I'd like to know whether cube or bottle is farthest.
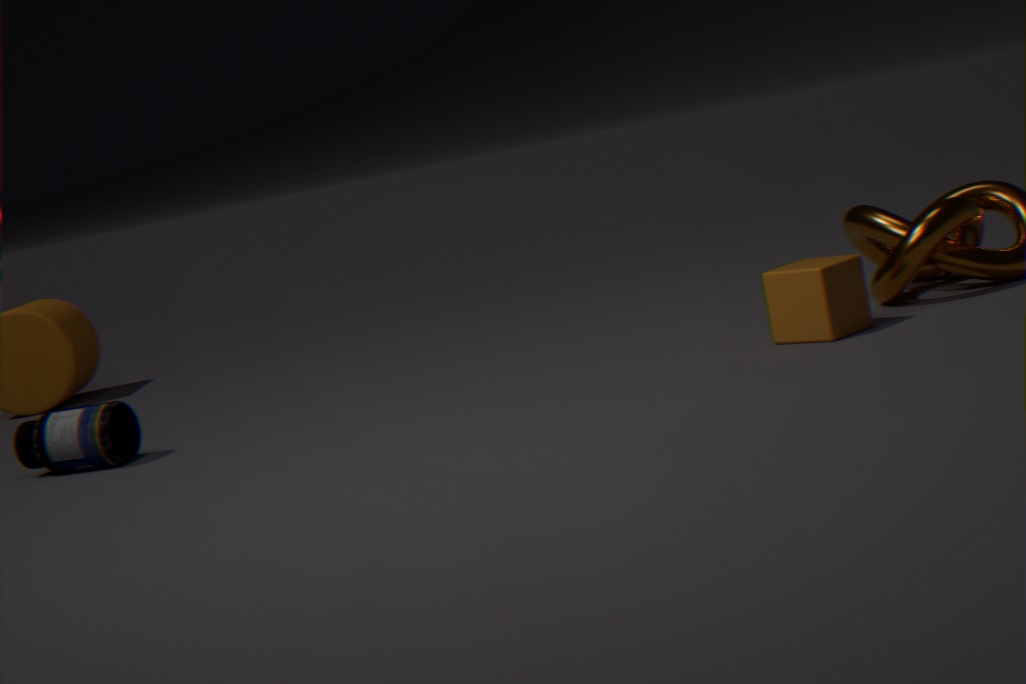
bottle
